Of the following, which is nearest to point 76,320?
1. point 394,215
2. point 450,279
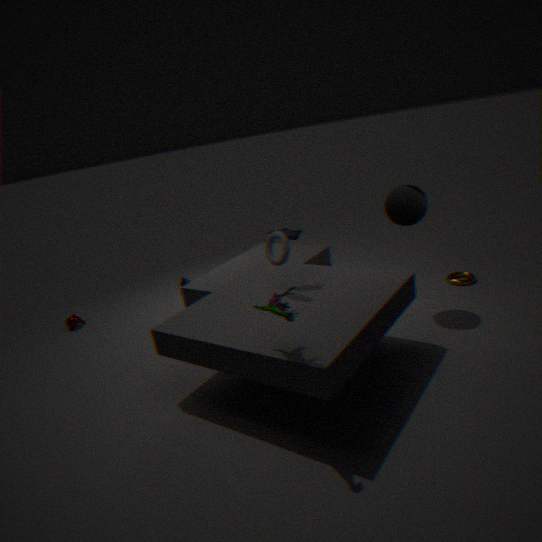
point 394,215
